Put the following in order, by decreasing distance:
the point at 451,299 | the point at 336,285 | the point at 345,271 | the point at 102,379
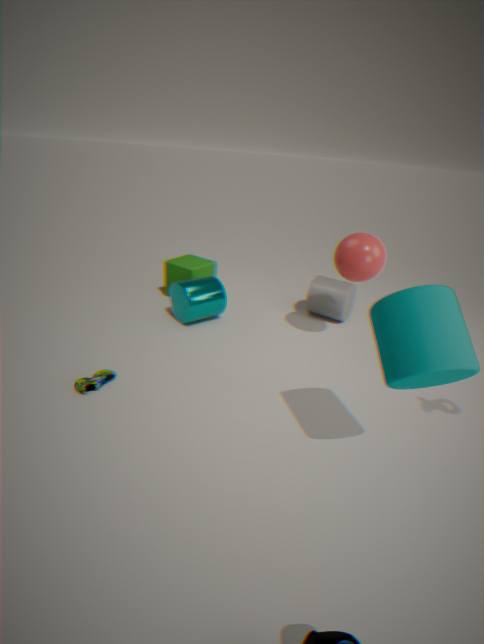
the point at 336,285
the point at 345,271
the point at 102,379
the point at 451,299
